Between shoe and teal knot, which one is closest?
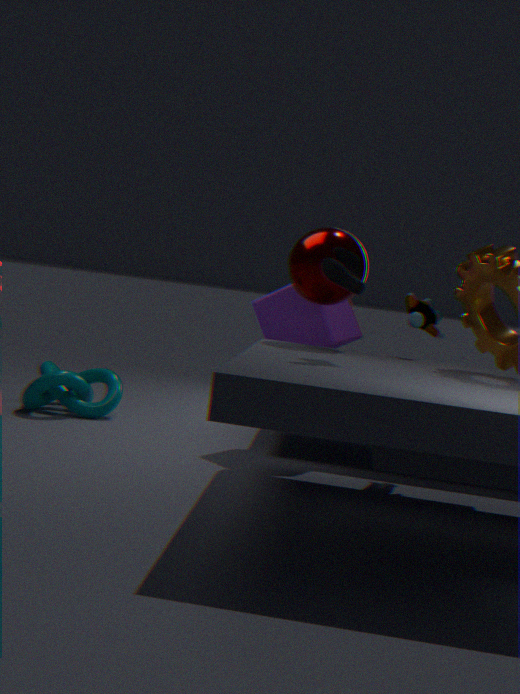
shoe
